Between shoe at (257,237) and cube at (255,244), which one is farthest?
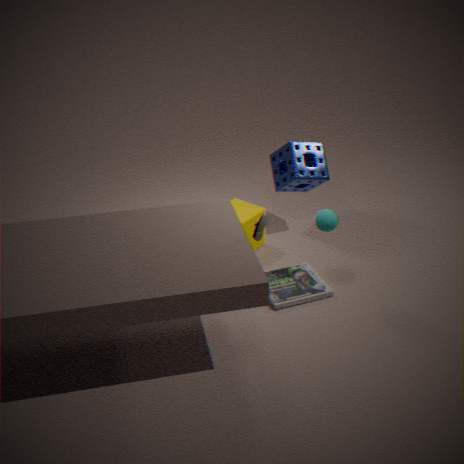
cube at (255,244)
